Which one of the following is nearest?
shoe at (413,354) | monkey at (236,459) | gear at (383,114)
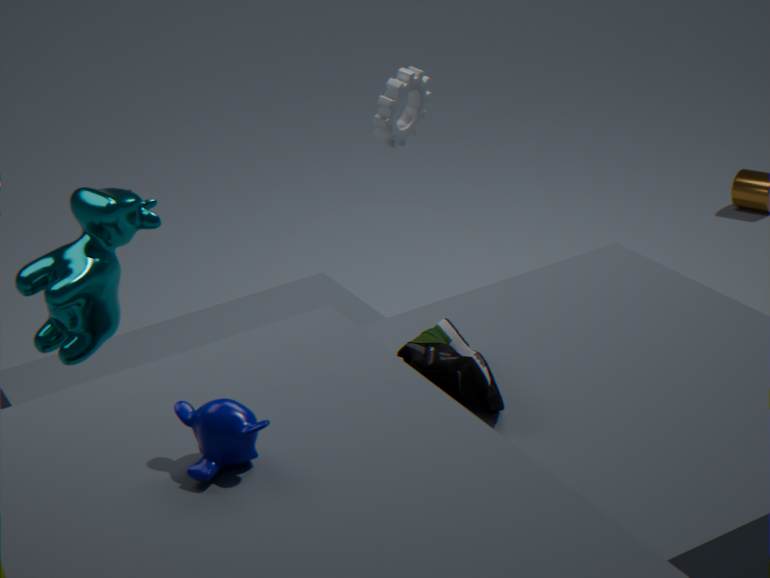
monkey at (236,459)
